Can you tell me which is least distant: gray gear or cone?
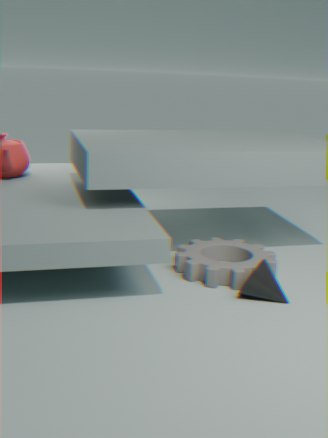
cone
